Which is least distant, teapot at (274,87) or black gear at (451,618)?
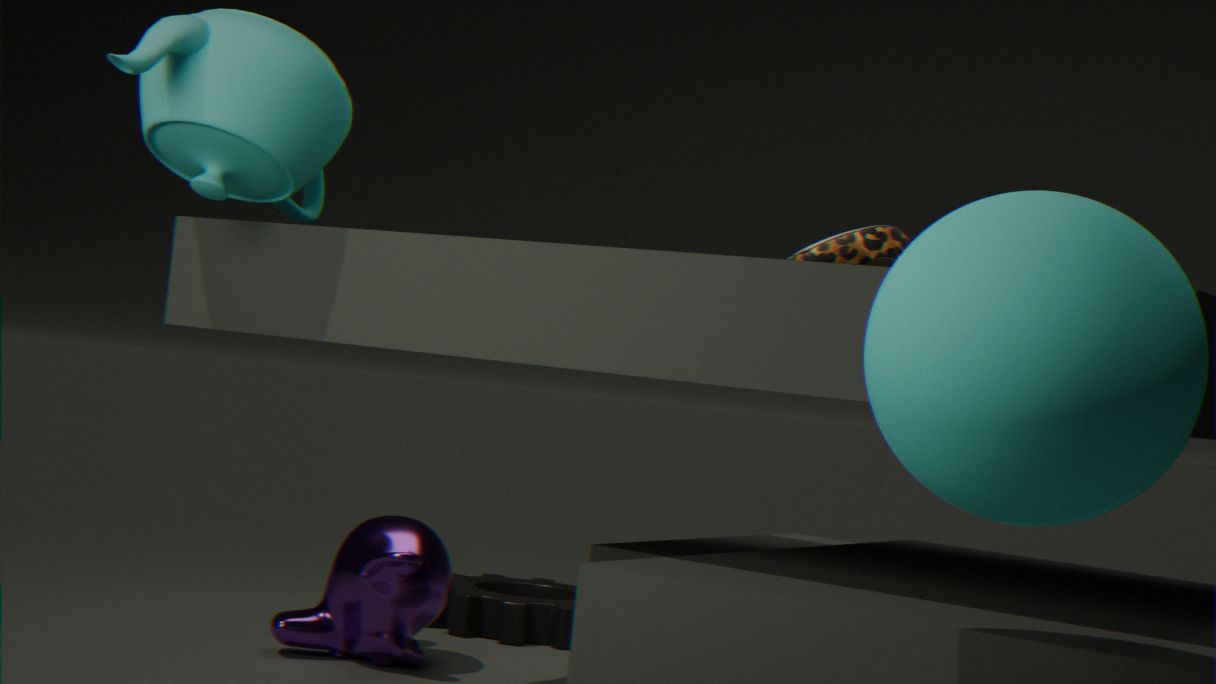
teapot at (274,87)
